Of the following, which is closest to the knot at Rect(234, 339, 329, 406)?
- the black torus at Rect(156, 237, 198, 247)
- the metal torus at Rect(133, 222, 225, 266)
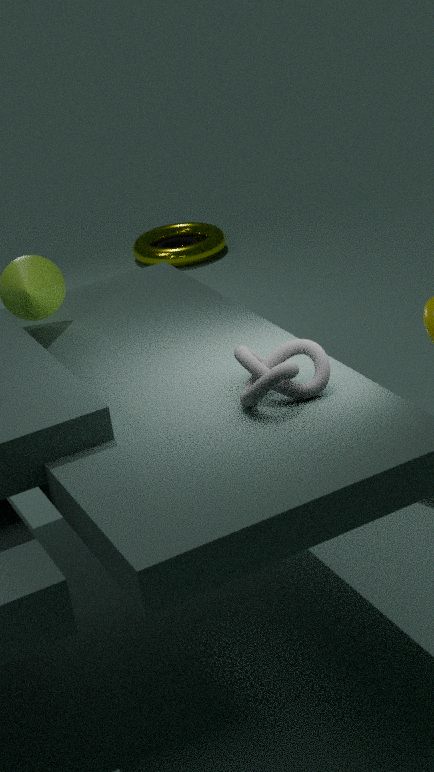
the metal torus at Rect(133, 222, 225, 266)
